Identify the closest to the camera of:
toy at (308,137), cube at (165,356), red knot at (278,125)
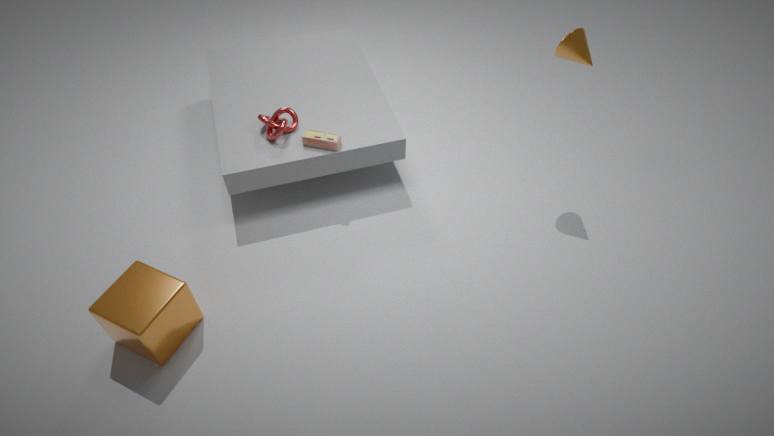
cube at (165,356)
